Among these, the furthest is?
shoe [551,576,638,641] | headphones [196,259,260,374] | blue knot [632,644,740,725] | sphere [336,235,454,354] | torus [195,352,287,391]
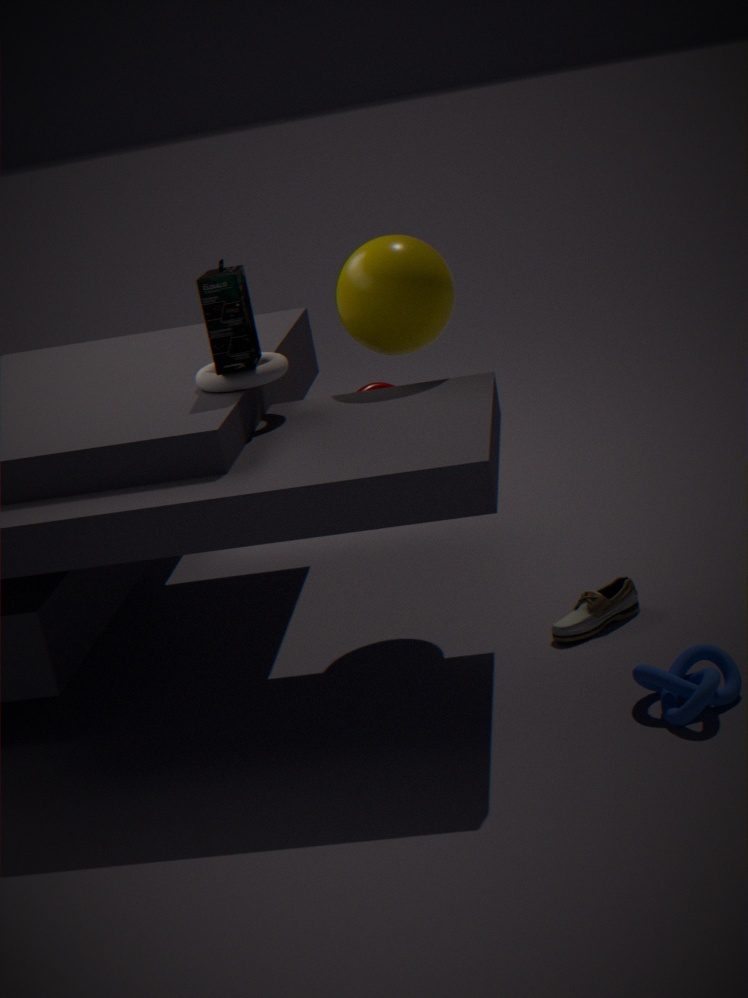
sphere [336,235,454,354]
